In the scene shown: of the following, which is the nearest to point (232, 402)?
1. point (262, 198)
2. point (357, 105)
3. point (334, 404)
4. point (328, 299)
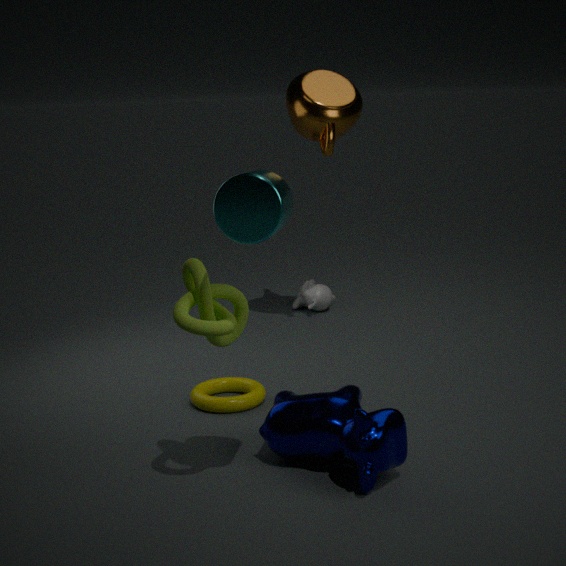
point (334, 404)
